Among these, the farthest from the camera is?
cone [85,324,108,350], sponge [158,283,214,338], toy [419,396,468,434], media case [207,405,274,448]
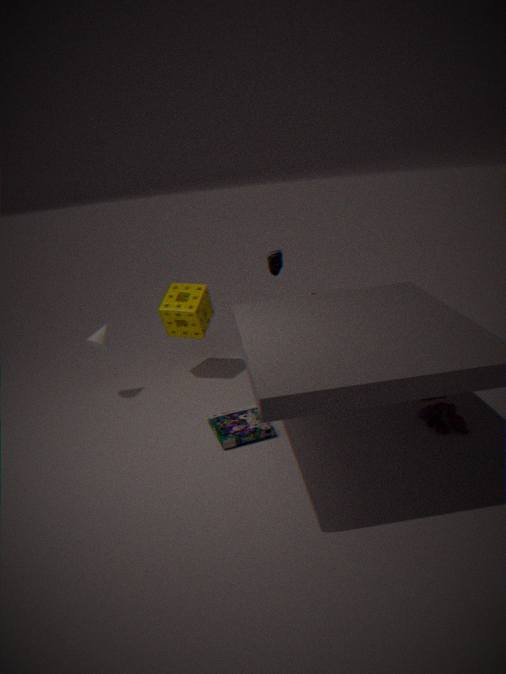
sponge [158,283,214,338]
